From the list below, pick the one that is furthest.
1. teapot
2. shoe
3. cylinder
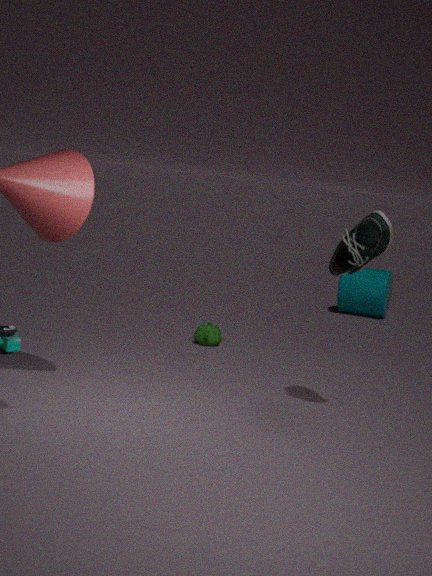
cylinder
